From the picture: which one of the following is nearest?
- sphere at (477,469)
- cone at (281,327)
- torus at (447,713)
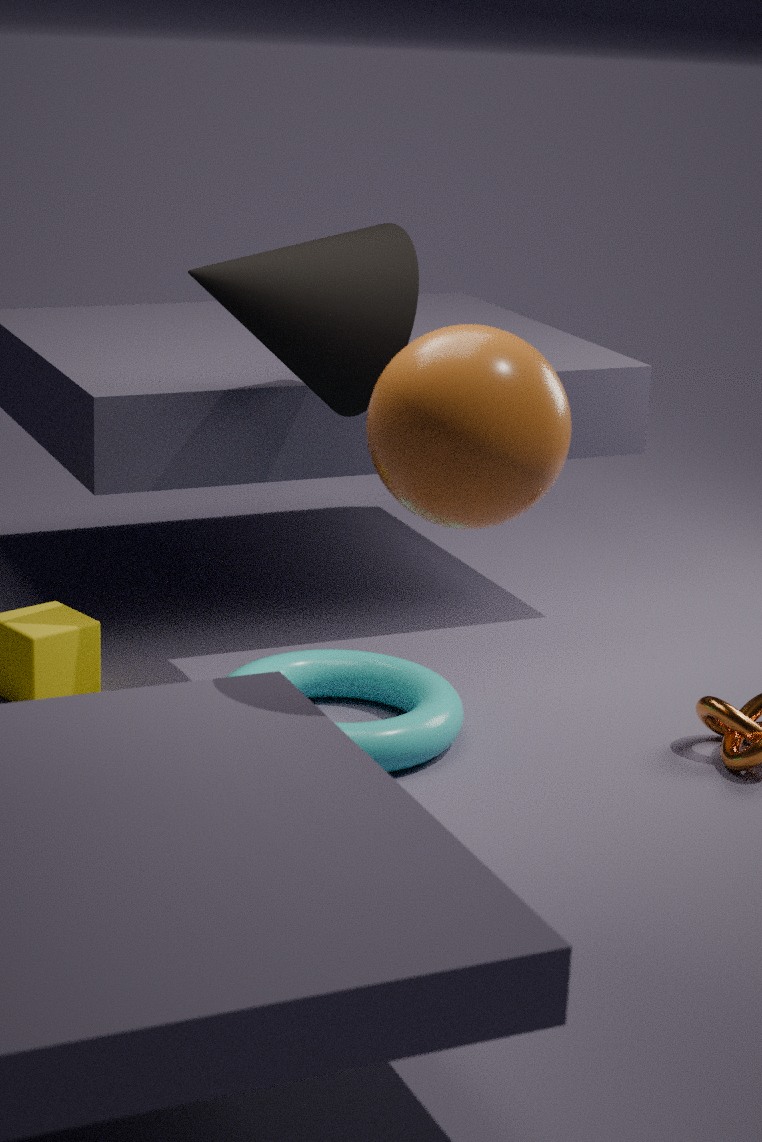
sphere at (477,469)
